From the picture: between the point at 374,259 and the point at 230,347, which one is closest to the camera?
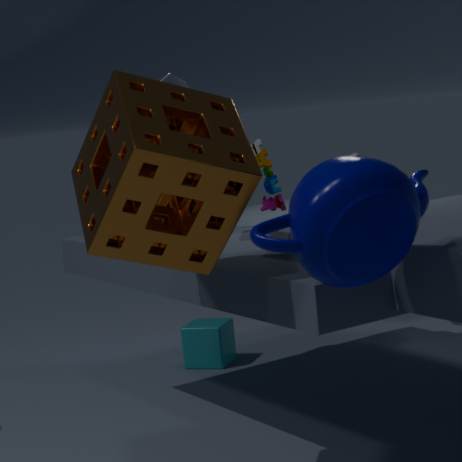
the point at 374,259
